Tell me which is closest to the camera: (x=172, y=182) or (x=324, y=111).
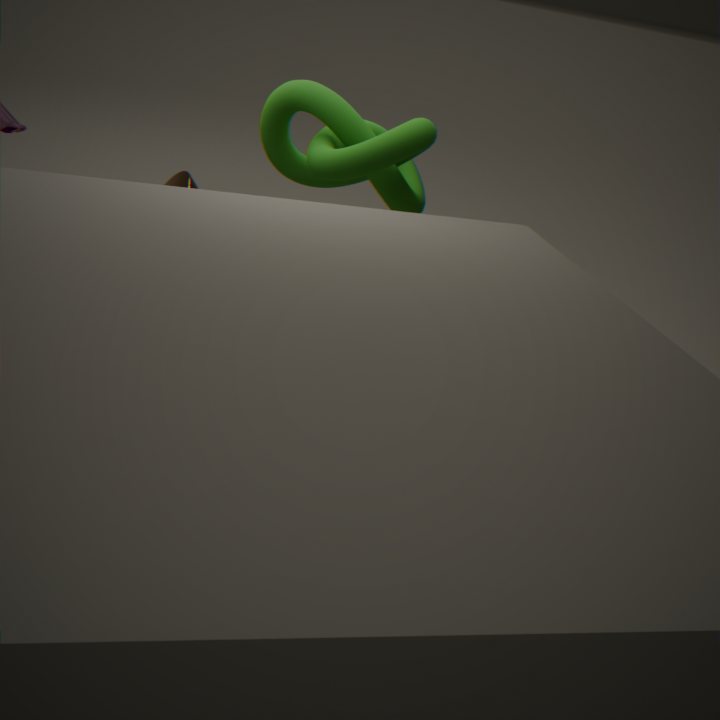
(x=324, y=111)
